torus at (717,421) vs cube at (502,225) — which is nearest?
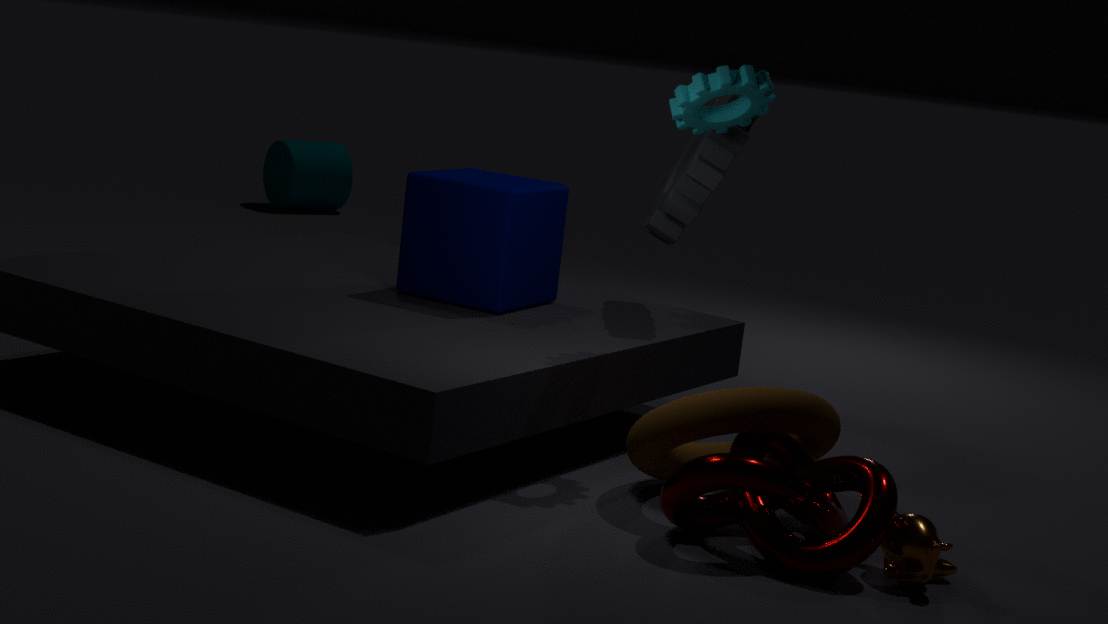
torus at (717,421)
